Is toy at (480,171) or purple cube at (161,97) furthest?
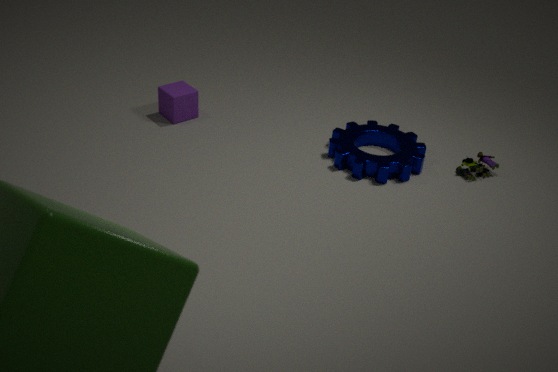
purple cube at (161,97)
